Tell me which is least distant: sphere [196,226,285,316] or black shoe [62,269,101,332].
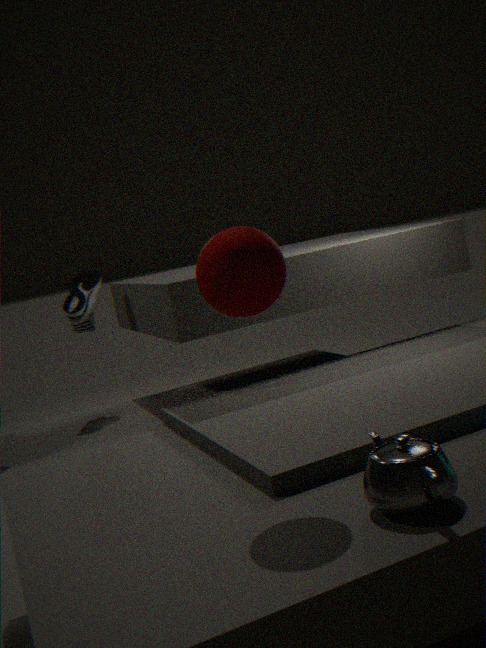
sphere [196,226,285,316]
